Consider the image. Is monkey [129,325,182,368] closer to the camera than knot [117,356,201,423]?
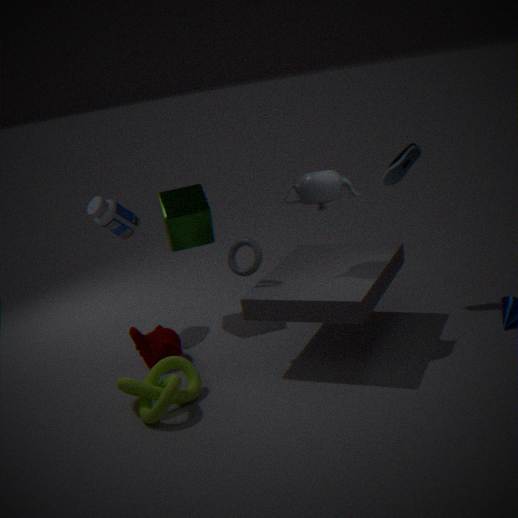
No
